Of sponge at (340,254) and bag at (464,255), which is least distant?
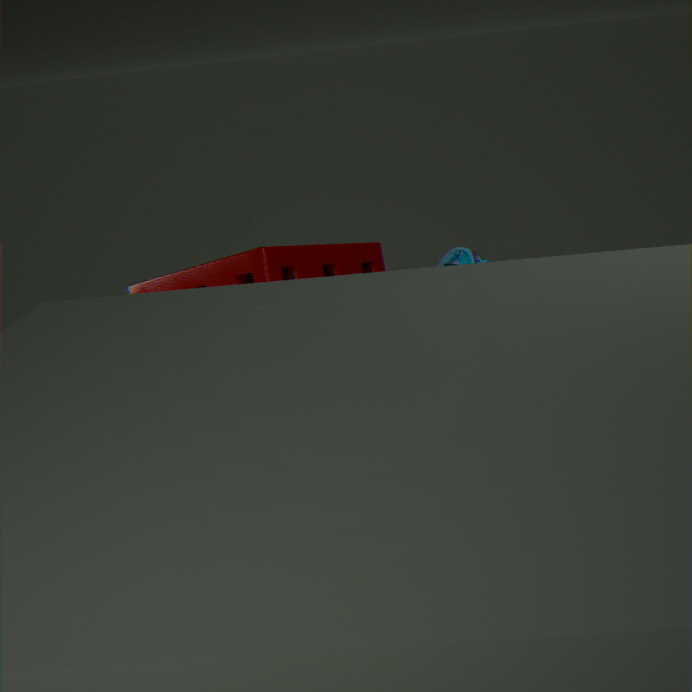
bag at (464,255)
